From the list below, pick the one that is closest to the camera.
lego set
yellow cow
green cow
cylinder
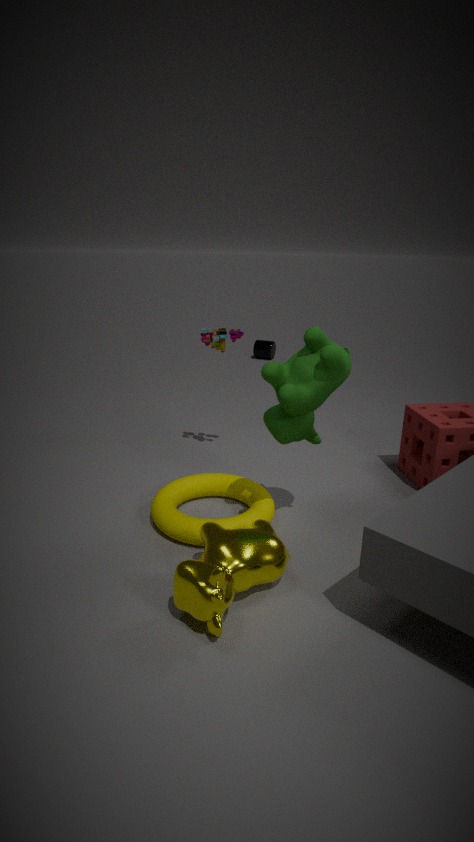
yellow cow
